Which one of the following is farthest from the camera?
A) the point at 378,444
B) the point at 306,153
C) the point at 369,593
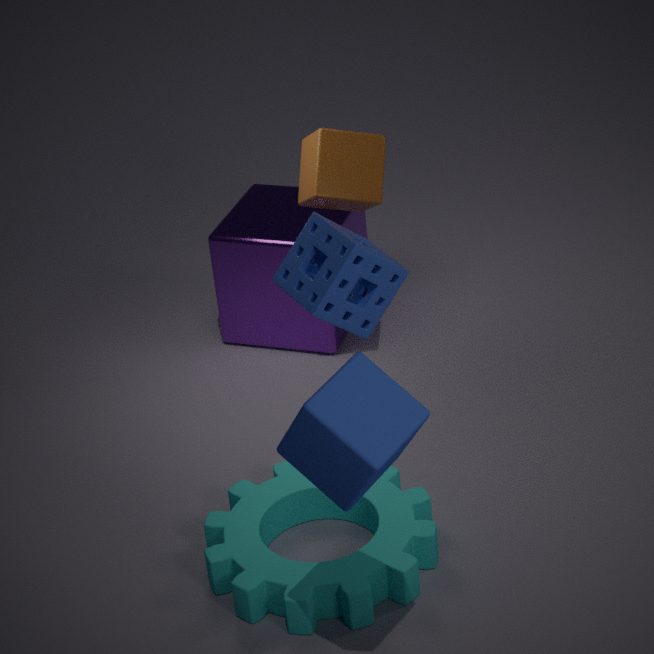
the point at 306,153
